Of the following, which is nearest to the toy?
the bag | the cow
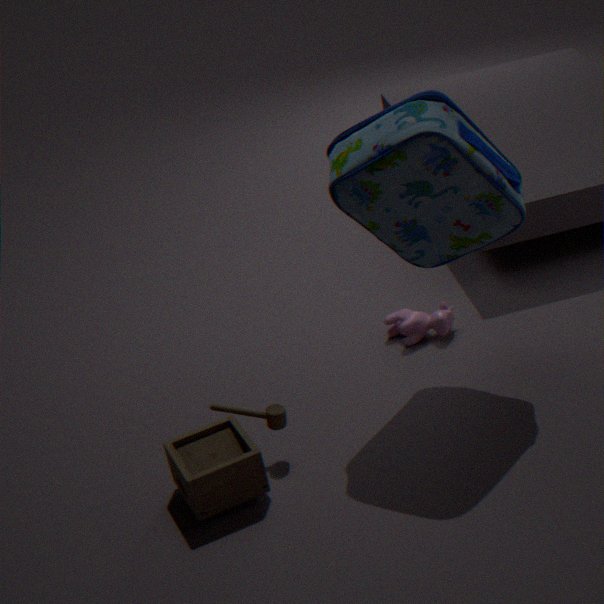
the bag
